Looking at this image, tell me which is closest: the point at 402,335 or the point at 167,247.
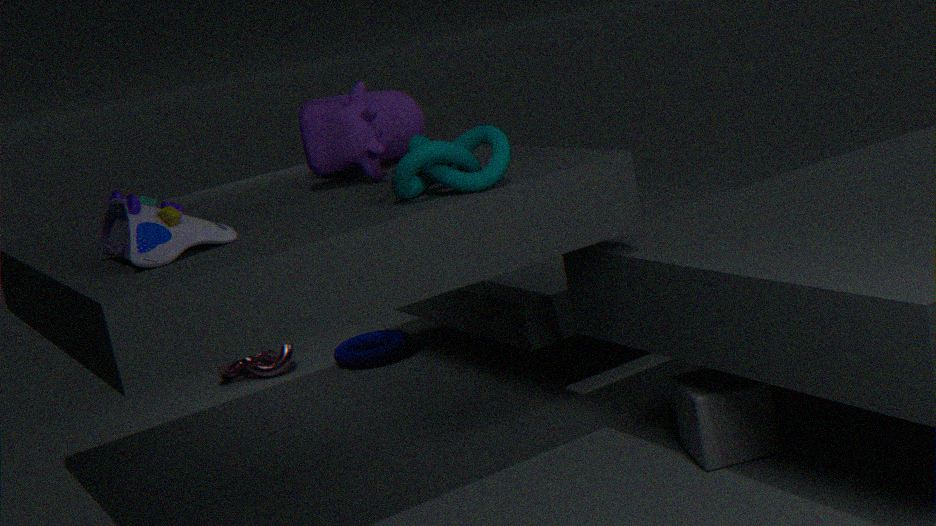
the point at 167,247
